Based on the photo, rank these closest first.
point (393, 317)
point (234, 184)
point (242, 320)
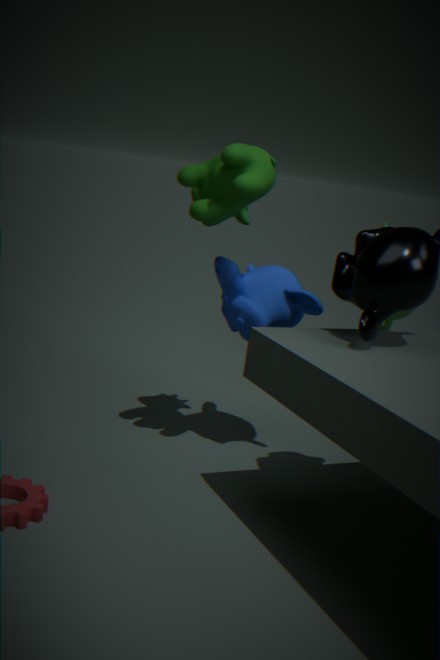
point (234, 184) < point (242, 320) < point (393, 317)
